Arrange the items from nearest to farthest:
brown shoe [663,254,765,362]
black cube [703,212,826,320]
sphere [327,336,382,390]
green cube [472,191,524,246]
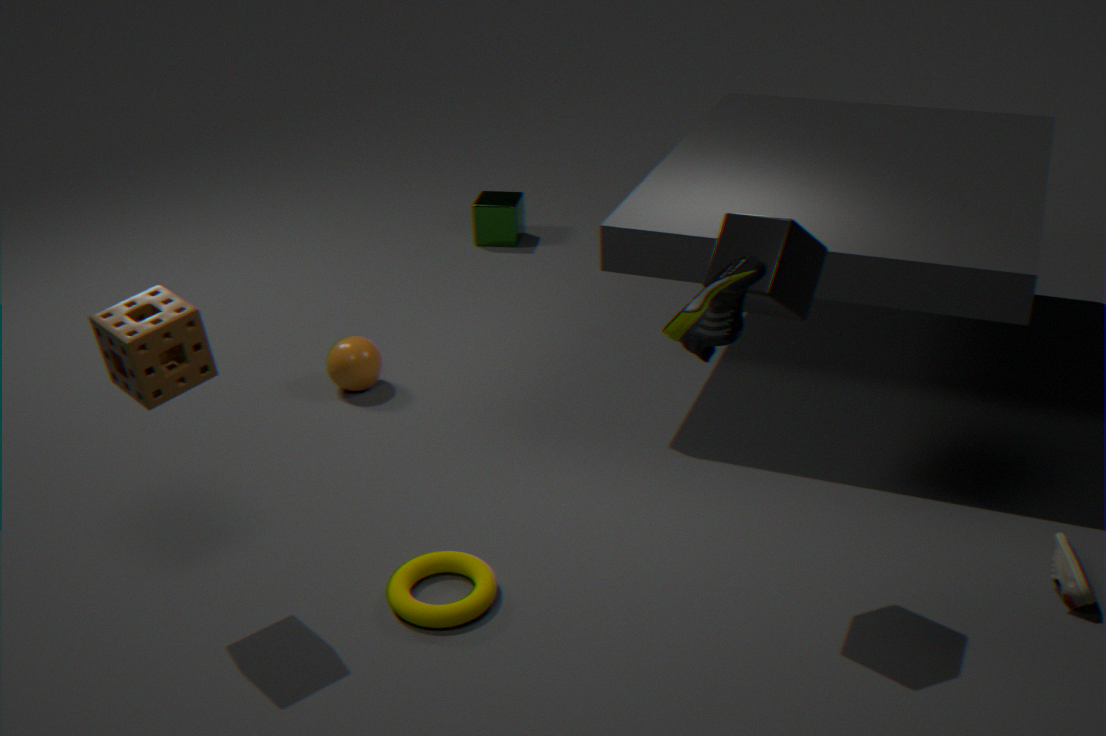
brown shoe [663,254,765,362] → black cube [703,212,826,320] → sphere [327,336,382,390] → green cube [472,191,524,246]
